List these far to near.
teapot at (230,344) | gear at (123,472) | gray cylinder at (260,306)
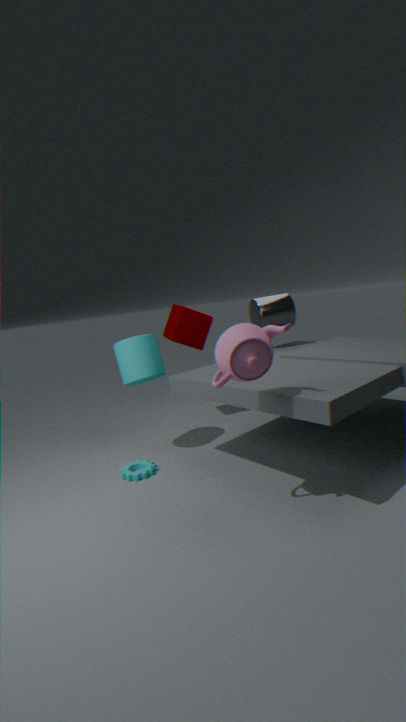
gray cylinder at (260,306) < gear at (123,472) < teapot at (230,344)
